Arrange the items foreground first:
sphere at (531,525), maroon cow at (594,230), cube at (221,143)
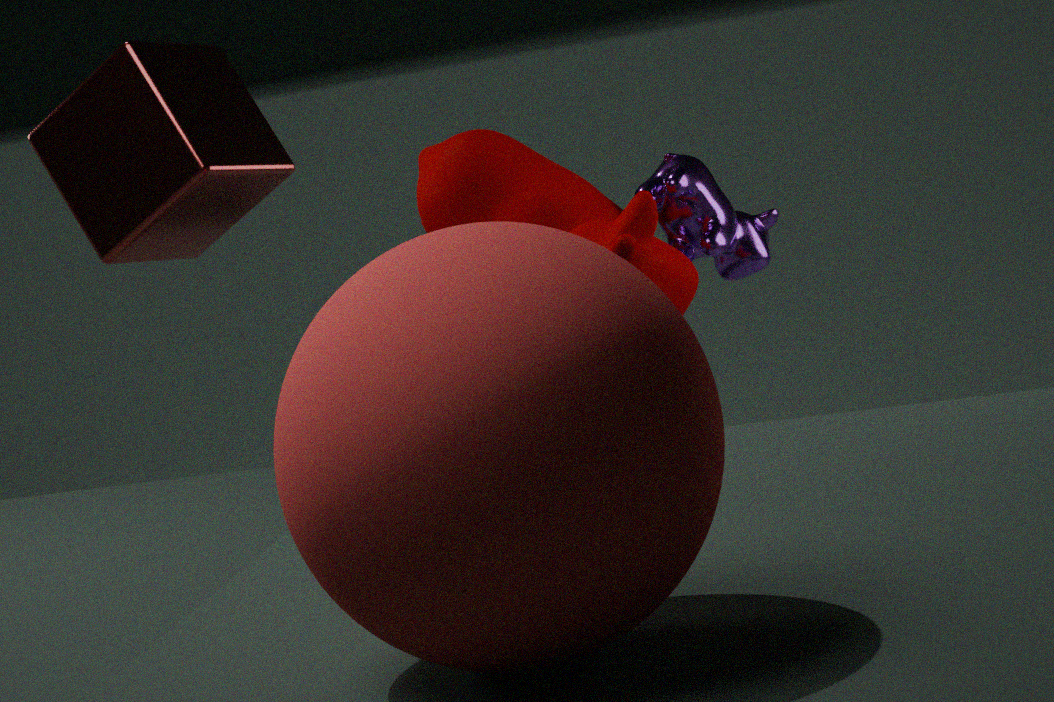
1. sphere at (531,525)
2. cube at (221,143)
3. maroon cow at (594,230)
